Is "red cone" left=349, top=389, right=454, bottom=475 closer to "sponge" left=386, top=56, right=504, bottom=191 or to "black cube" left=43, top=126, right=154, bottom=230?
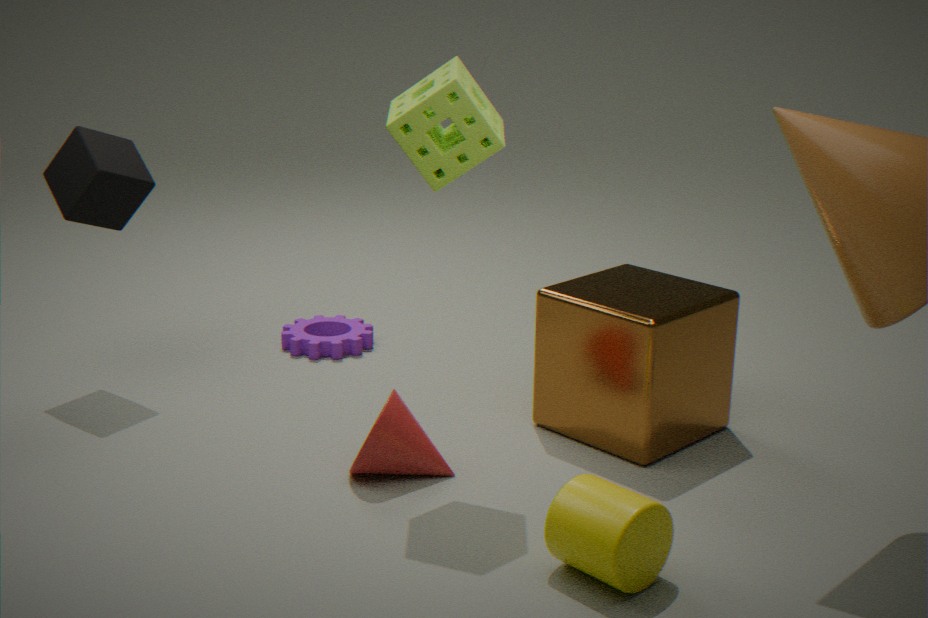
"sponge" left=386, top=56, right=504, bottom=191
